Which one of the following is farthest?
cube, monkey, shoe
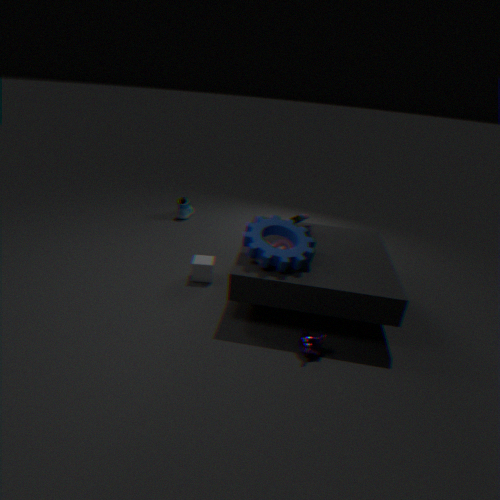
shoe
